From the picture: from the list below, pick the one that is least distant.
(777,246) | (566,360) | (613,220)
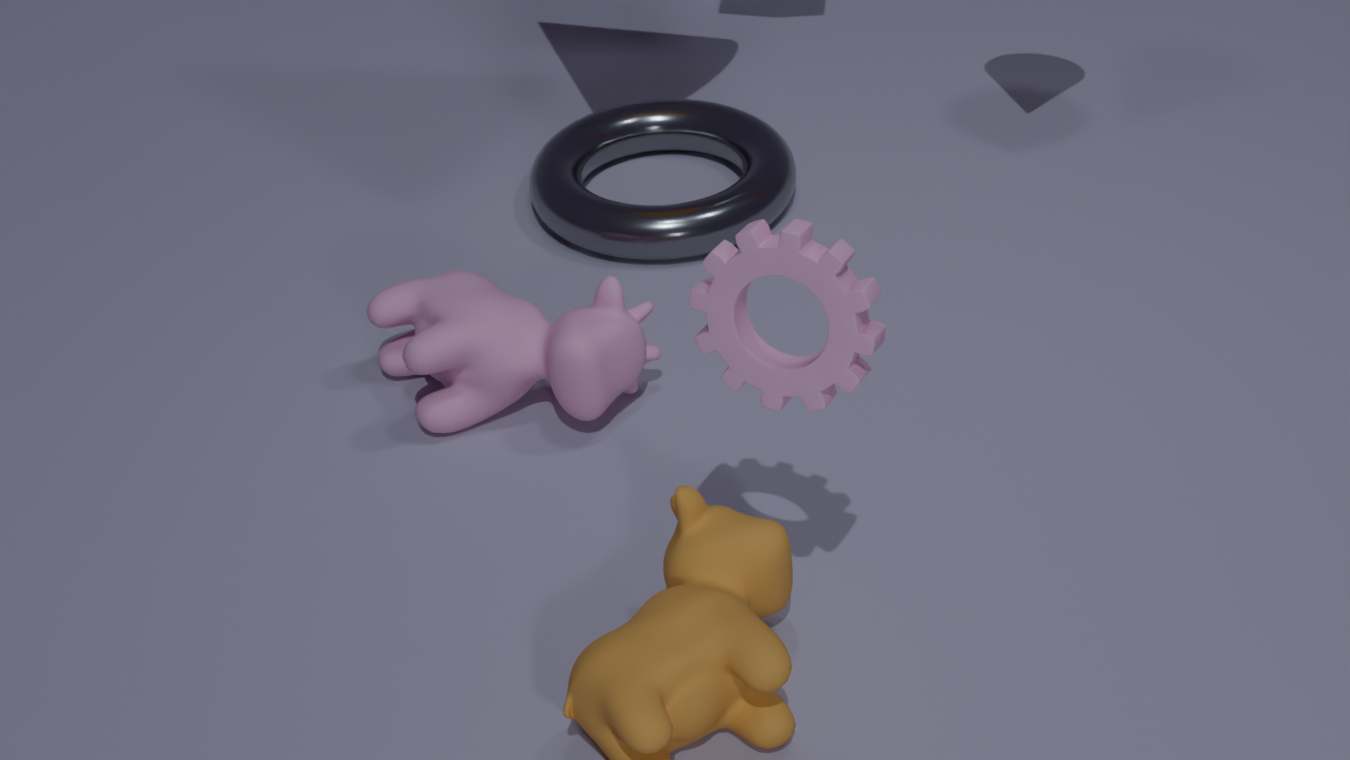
(777,246)
